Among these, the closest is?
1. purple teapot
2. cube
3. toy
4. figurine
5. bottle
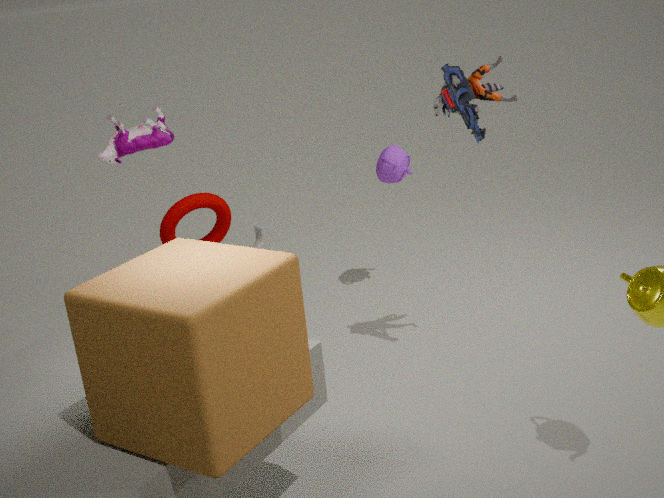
cube
